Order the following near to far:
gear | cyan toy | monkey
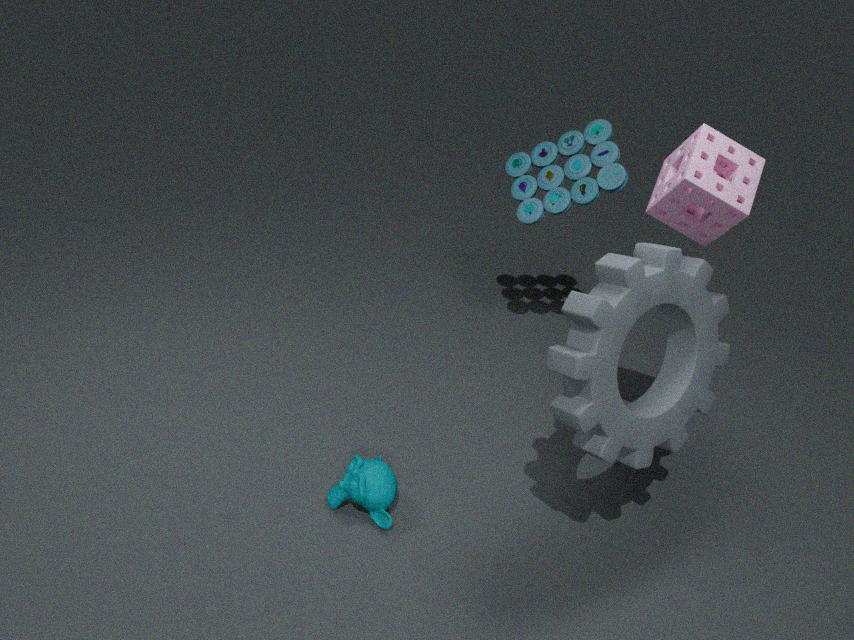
gear, monkey, cyan toy
